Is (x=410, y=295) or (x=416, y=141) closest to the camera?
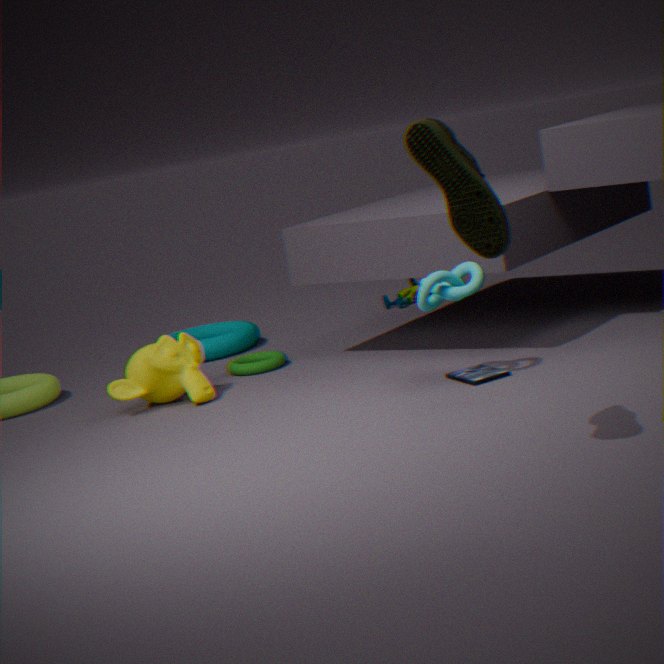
(x=416, y=141)
